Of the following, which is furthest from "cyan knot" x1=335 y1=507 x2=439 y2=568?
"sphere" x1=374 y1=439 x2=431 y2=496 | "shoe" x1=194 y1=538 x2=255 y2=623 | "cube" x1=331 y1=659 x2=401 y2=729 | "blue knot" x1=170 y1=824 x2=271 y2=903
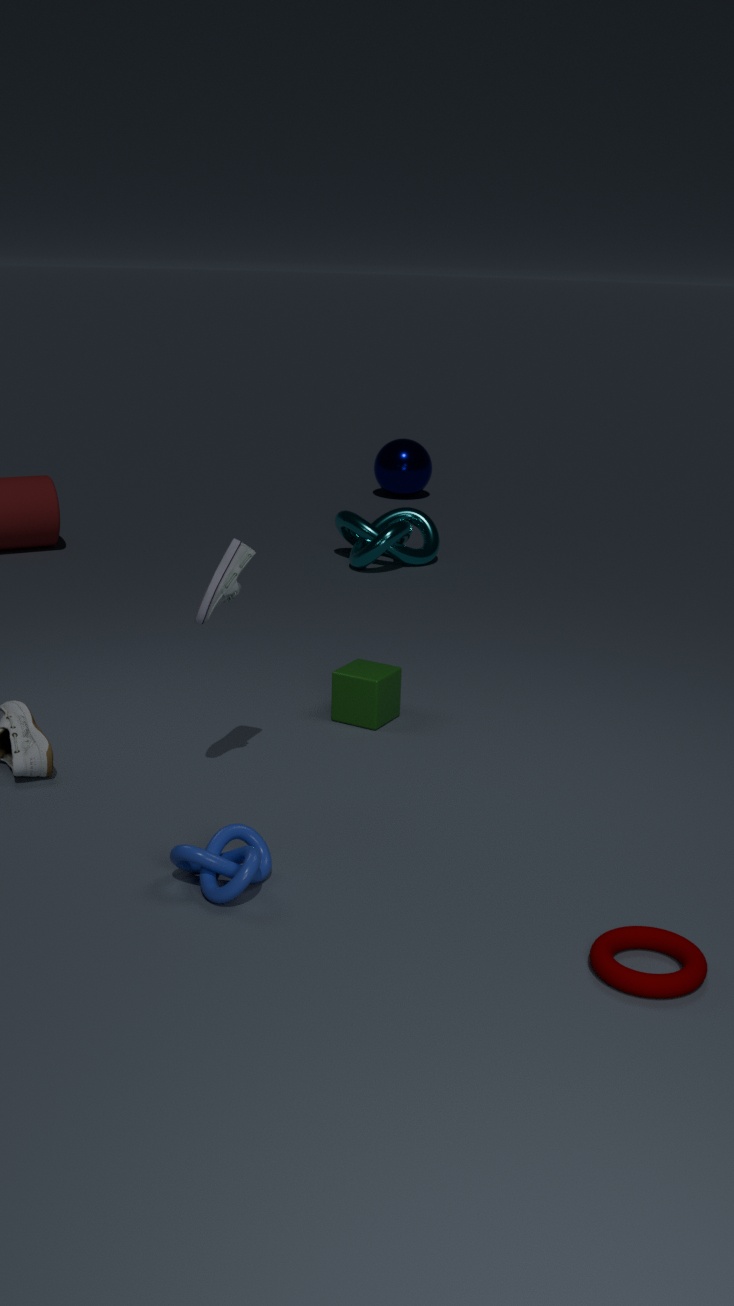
"blue knot" x1=170 y1=824 x2=271 y2=903
